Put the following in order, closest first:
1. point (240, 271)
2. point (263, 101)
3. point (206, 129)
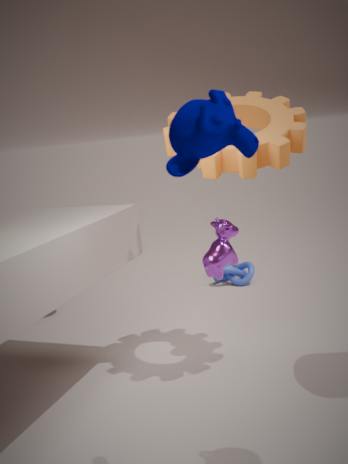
point (206, 129) → point (263, 101) → point (240, 271)
